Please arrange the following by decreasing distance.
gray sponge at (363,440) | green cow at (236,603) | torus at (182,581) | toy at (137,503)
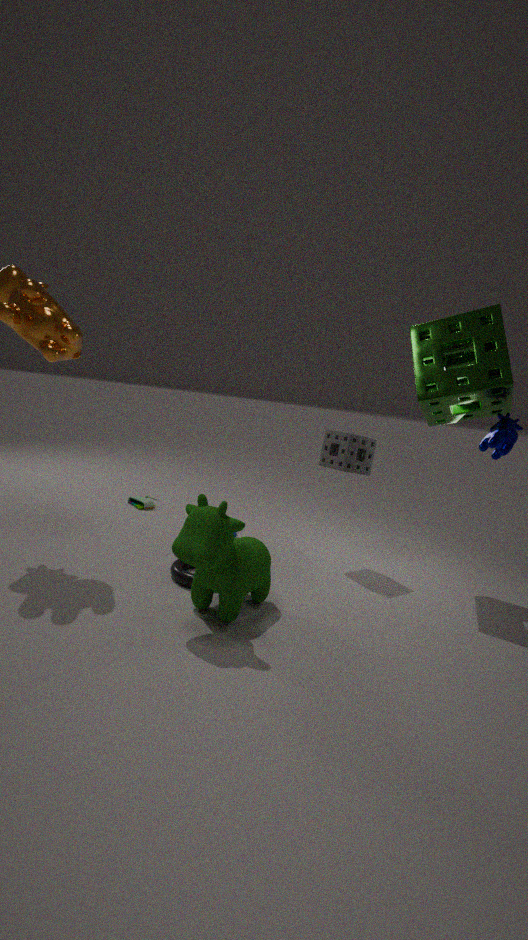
toy at (137,503) → gray sponge at (363,440) → torus at (182,581) → green cow at (236,603)
